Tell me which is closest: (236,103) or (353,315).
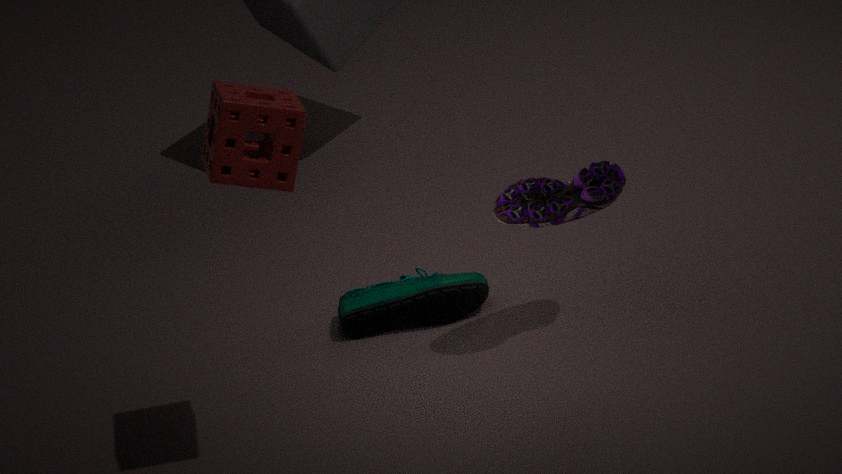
(236,103)
